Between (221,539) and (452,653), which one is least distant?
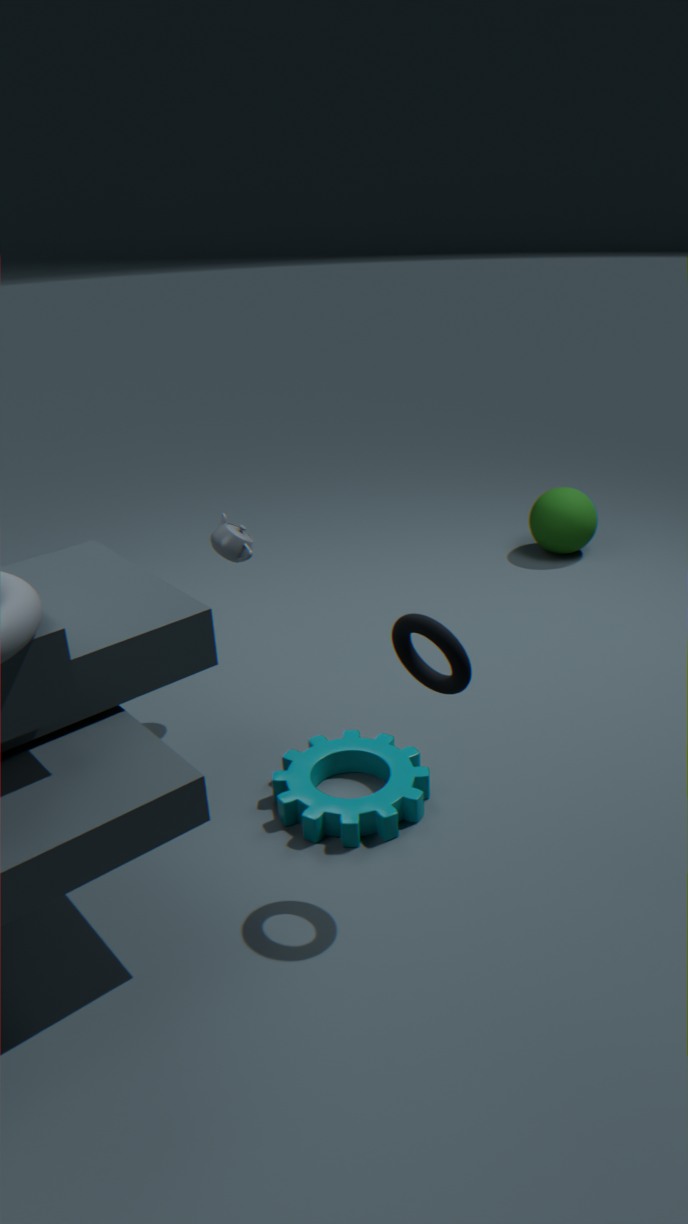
(452,653)
